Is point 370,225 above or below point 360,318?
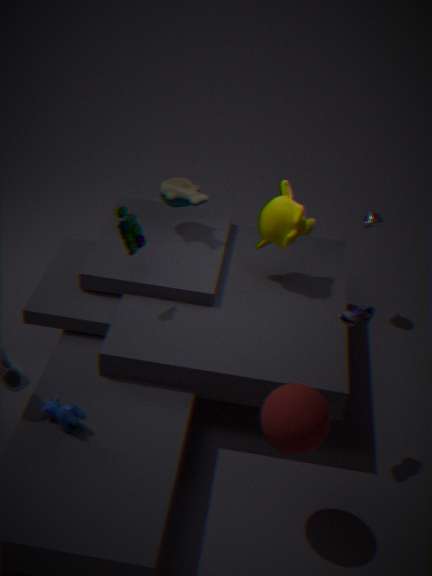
below
